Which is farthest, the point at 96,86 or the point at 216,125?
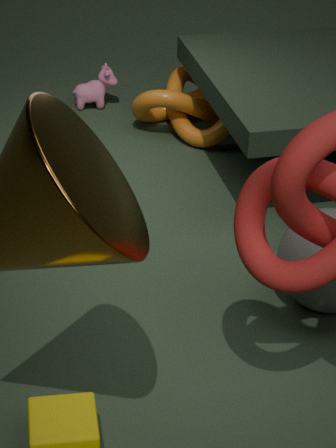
the point at 96,86
